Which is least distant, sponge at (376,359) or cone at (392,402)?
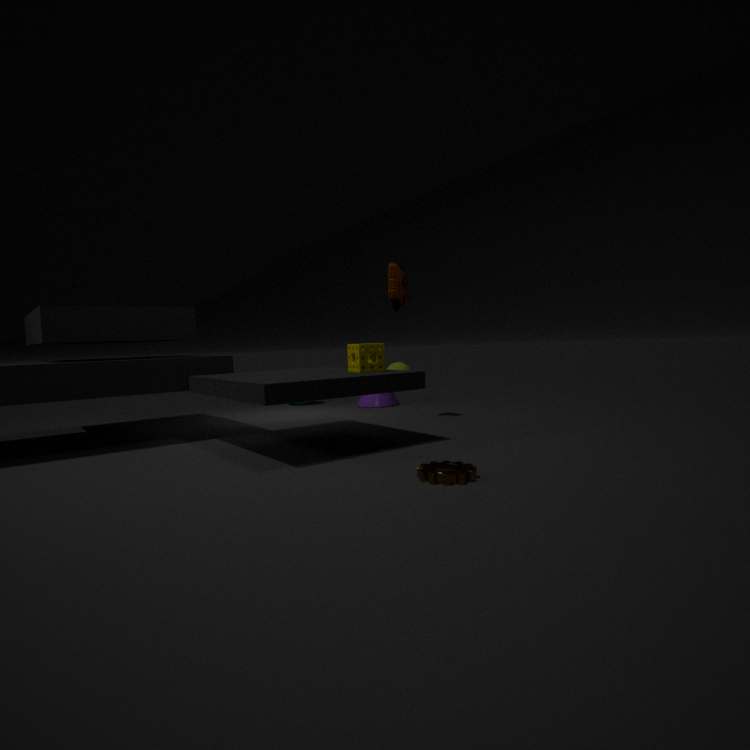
sponge at (376,359)
